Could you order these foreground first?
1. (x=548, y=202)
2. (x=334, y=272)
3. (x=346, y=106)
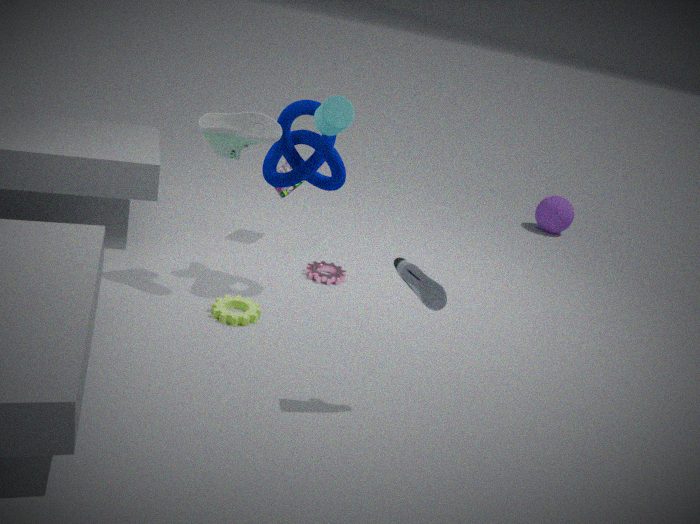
(x=346, y=106) → (x=334, y=272) → (x=548, y=202)
